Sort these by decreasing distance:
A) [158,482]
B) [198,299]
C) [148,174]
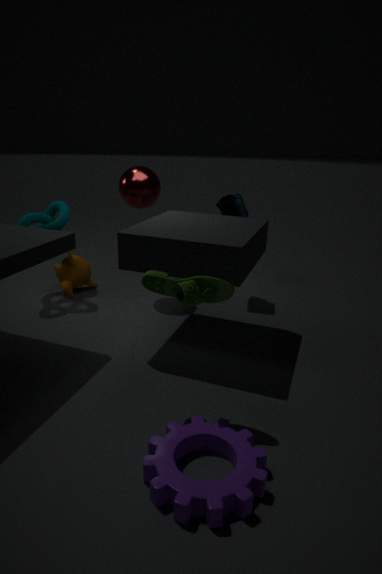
[148,174], [198,299], [158,482]
